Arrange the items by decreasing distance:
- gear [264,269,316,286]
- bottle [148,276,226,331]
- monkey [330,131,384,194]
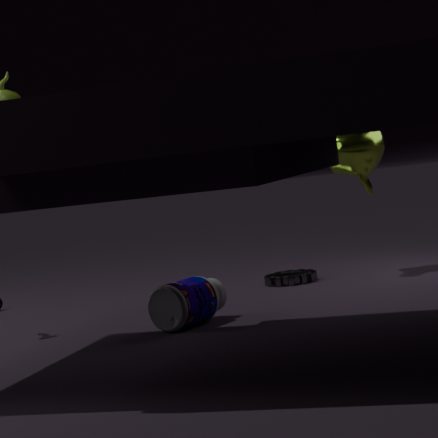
monkey [330,131,384,194]
gear [264,269,316,286]
bottle [148,276,226,331]
